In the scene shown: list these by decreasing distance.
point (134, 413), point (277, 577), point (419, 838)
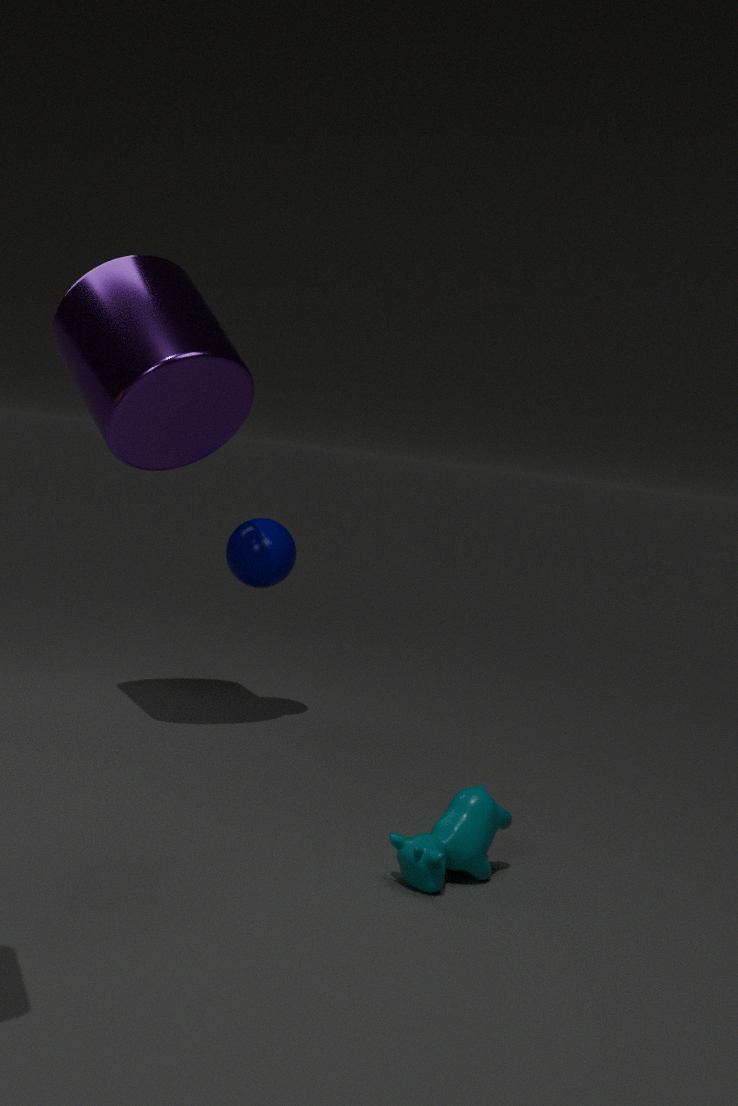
point (277, 577) < point (134, 413) < point (419, 838)
